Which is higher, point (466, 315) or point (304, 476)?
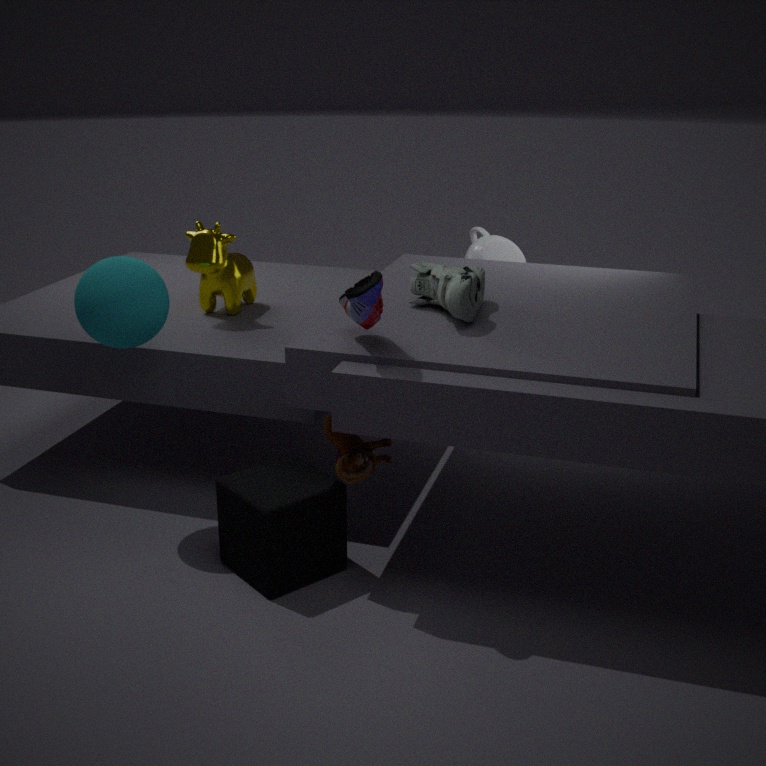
point (466, 315)
